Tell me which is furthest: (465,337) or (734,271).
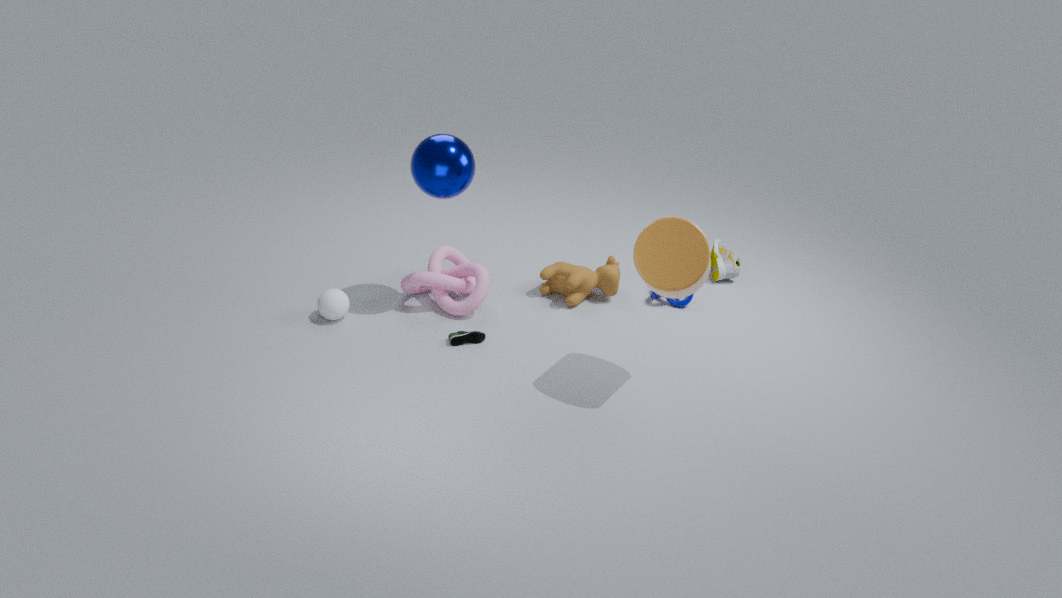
(734,271)
